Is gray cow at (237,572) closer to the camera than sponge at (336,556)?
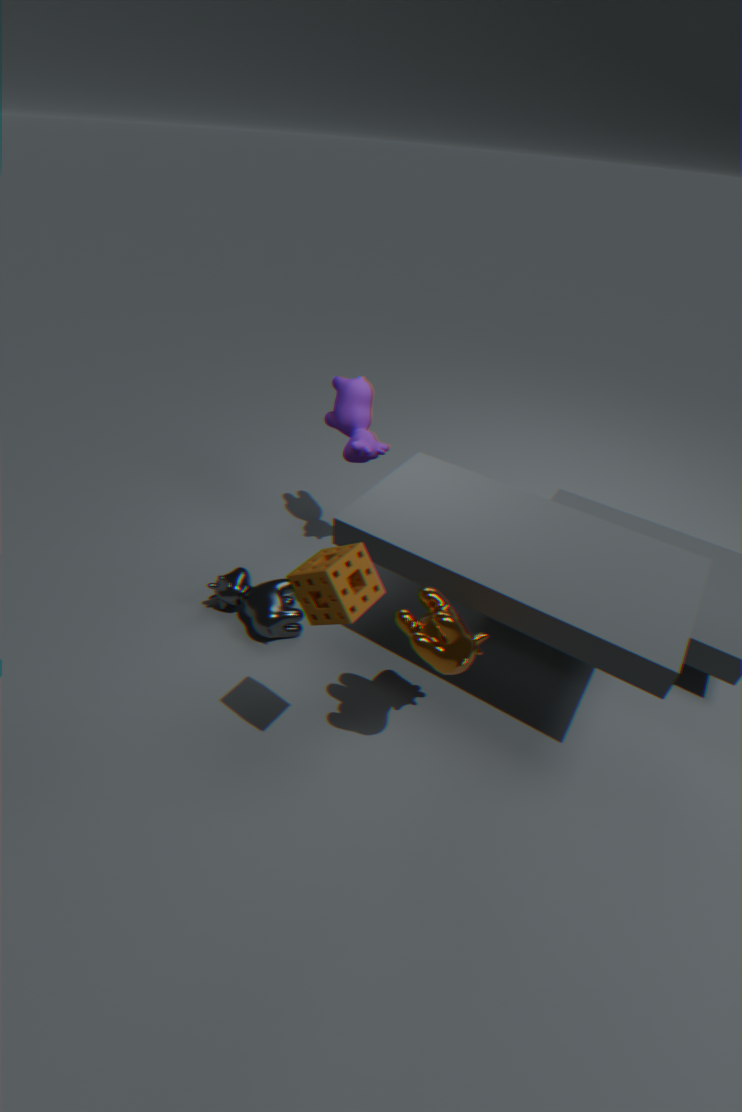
No
